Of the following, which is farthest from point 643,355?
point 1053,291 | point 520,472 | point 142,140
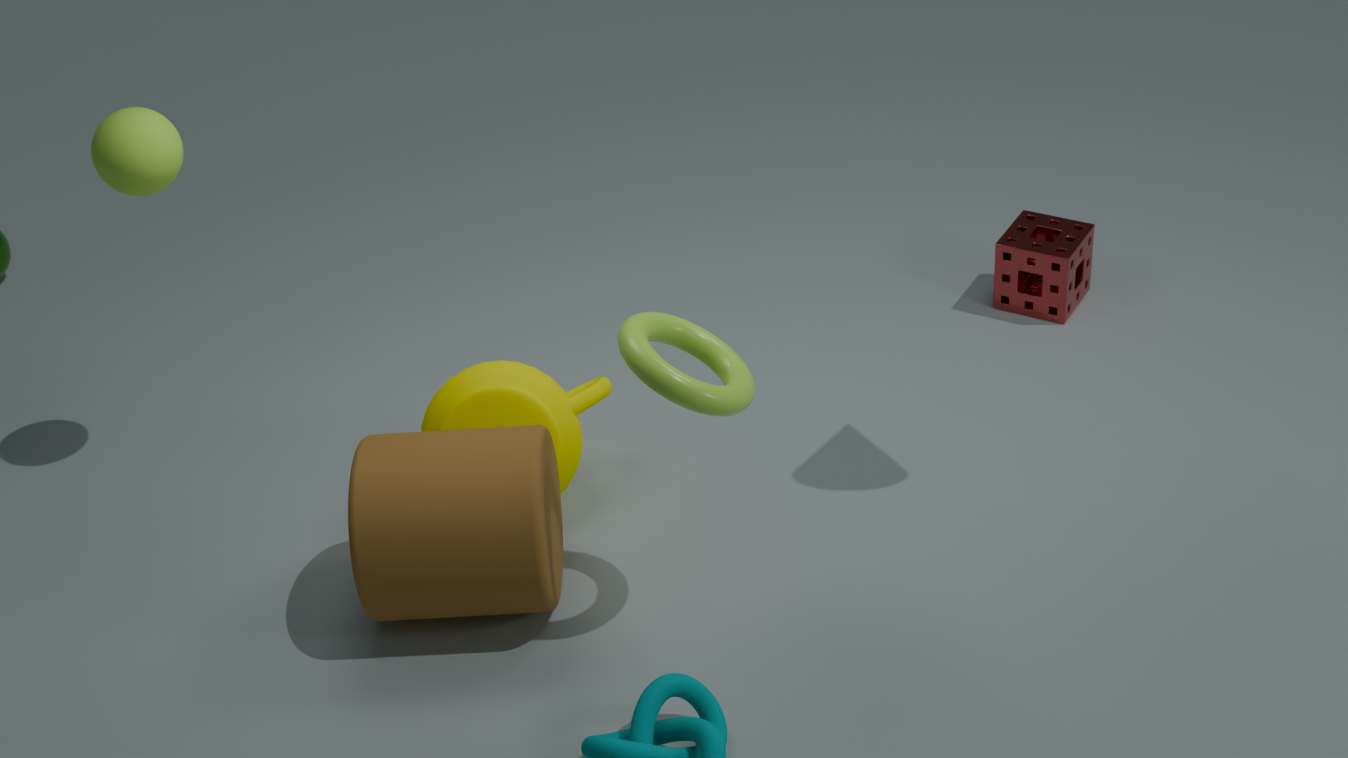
point 1053,291
